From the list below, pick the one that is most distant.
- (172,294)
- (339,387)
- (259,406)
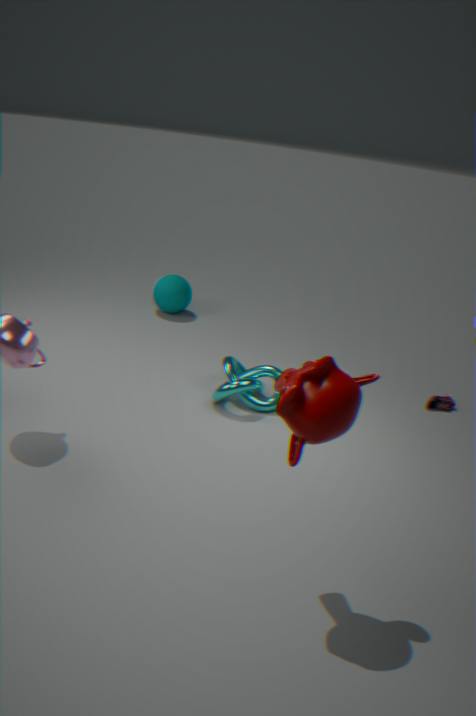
(172,294)
